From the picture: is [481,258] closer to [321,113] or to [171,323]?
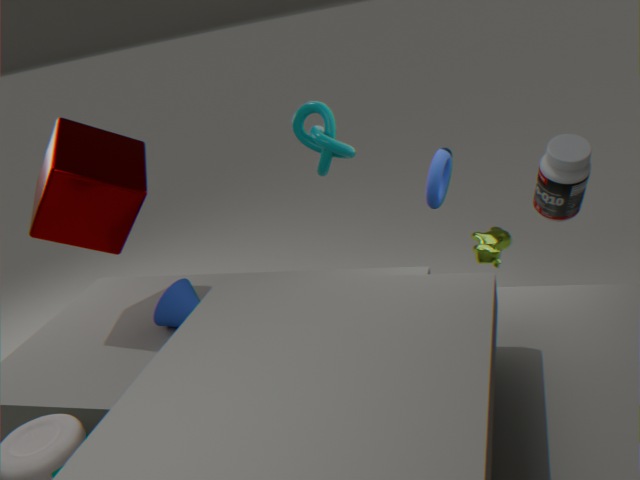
[321,113]
